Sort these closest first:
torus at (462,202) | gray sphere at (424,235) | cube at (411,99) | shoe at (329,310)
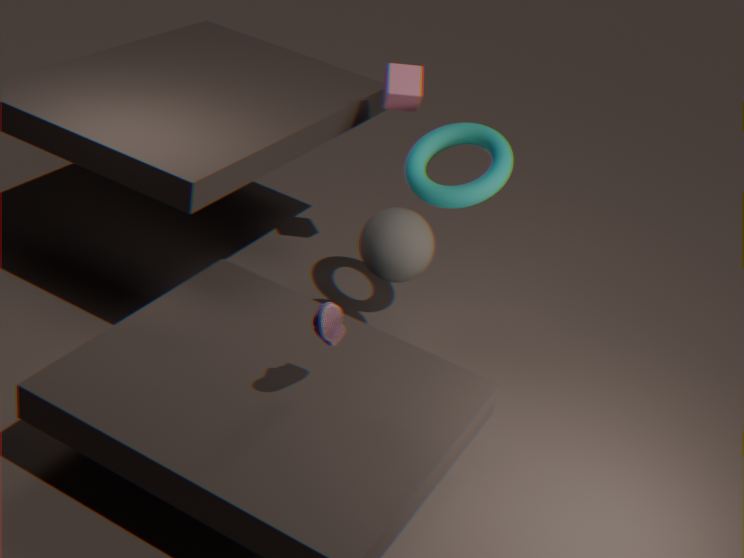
shoe at (329,310), gray sphere at (424,235), torus at (462,202), cube at (411,99)
